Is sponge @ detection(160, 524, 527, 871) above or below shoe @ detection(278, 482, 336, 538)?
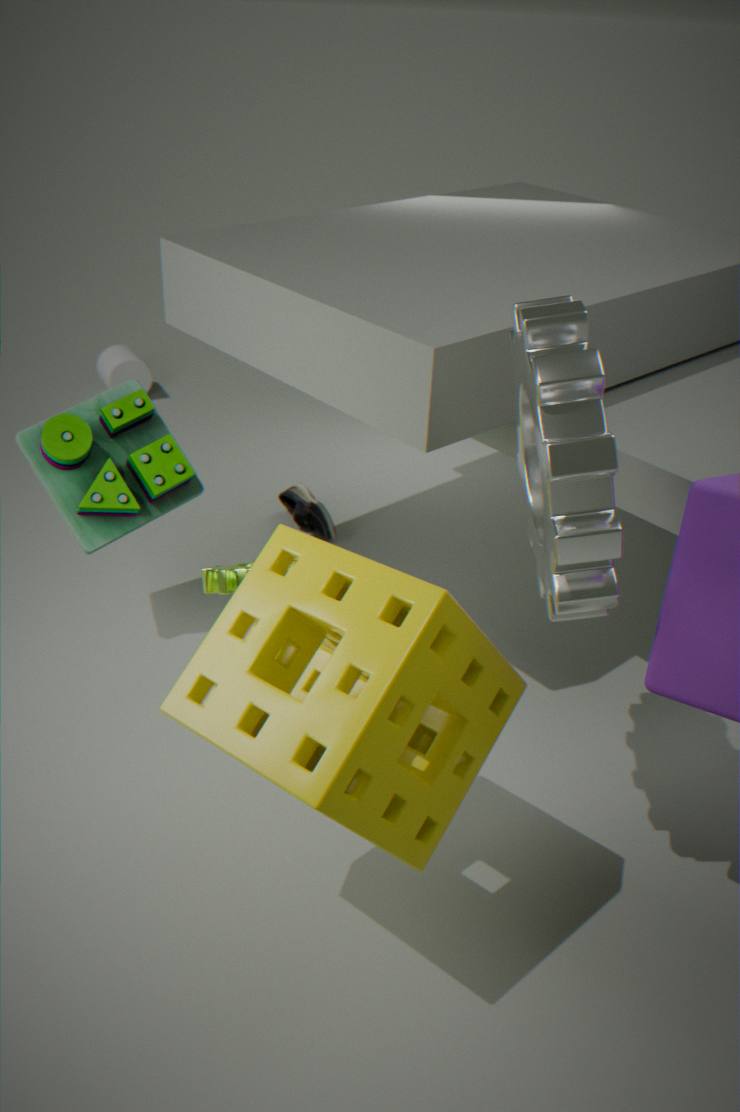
above
